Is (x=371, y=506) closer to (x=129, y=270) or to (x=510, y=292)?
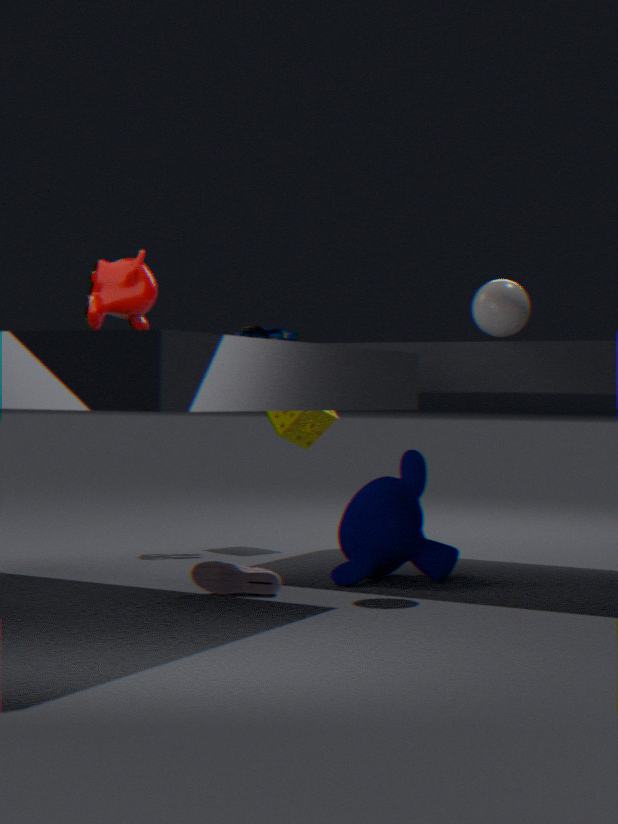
(x=510, y=292)
